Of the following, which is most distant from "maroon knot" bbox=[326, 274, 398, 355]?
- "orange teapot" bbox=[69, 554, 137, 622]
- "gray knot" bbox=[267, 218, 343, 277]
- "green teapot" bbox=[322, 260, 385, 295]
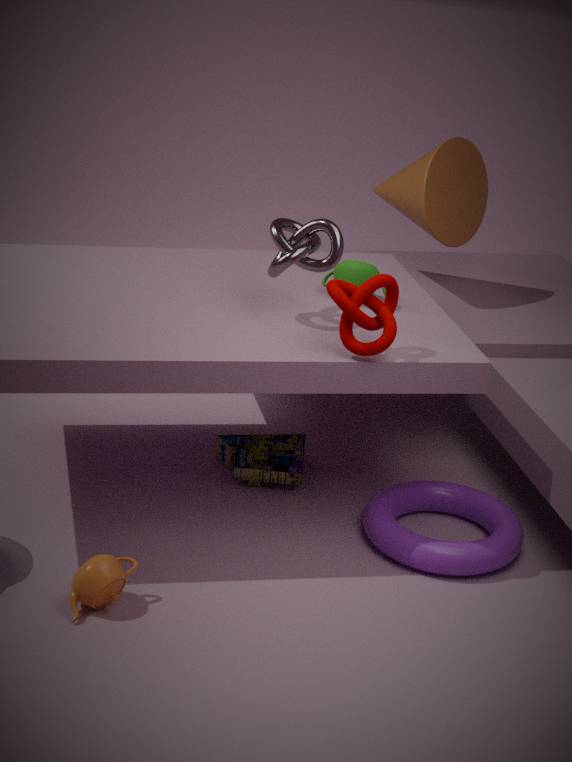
"orange teapot" bbox=[69, 554, 137, 622]
